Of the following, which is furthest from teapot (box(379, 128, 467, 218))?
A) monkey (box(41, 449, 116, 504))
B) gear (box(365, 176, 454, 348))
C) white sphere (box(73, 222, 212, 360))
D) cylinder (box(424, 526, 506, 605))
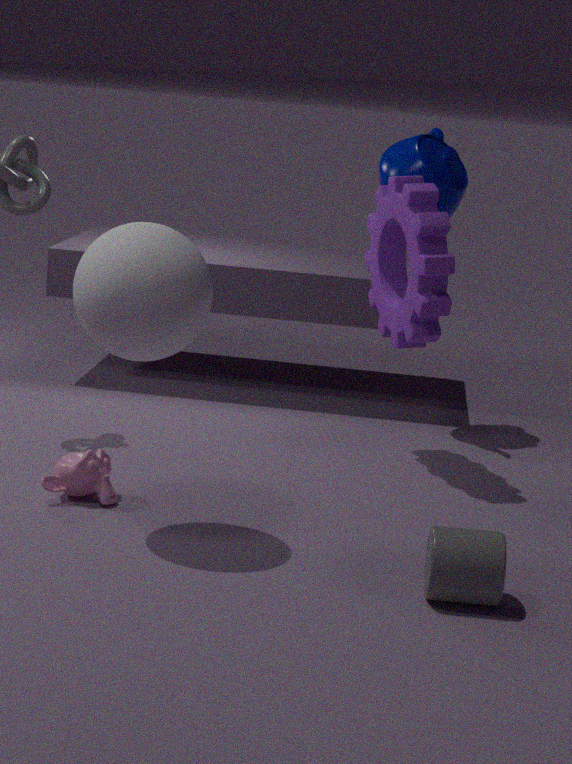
cylinder (box(424, 526, 506, 605))
